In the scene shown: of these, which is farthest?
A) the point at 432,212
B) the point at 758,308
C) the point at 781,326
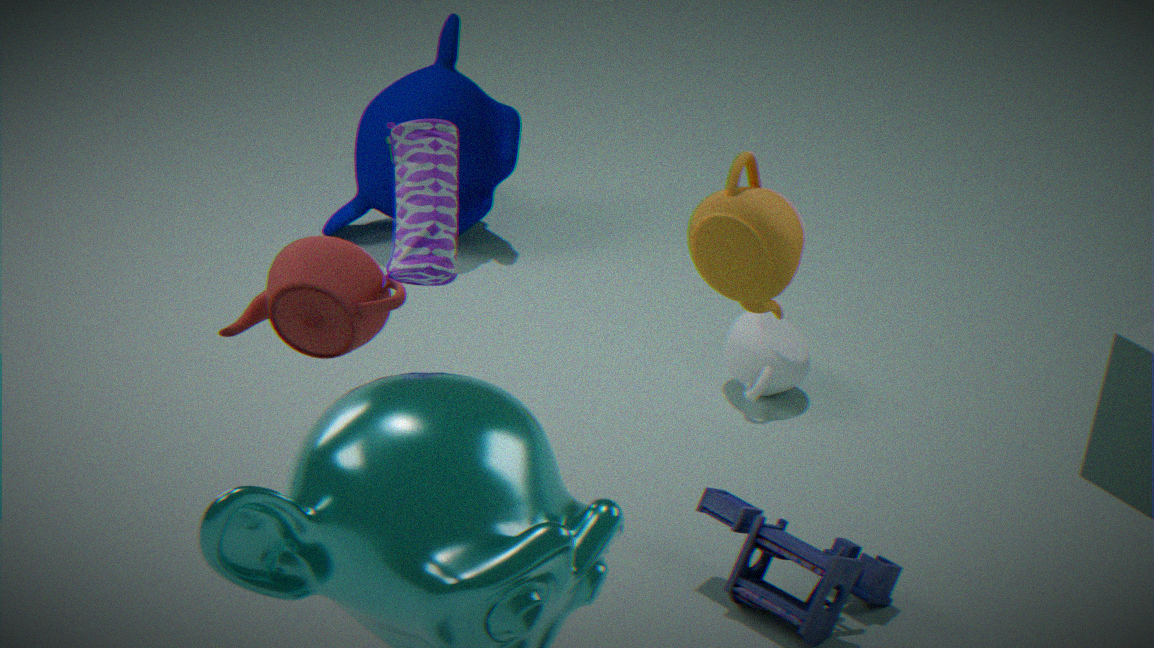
the point at 781,326
